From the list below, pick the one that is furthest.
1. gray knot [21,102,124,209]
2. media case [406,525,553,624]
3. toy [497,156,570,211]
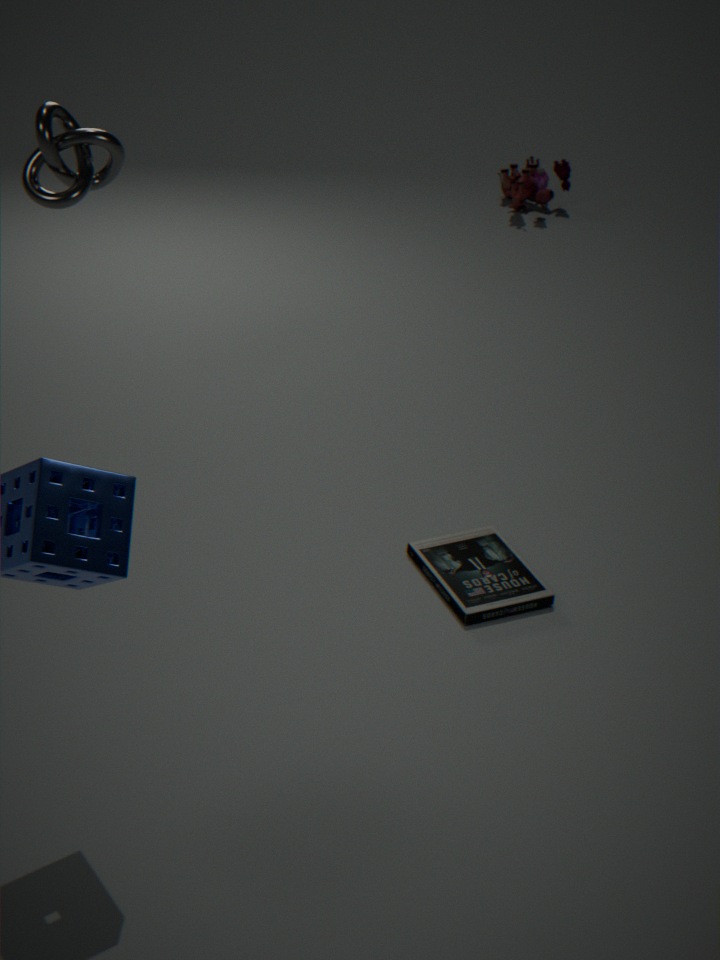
toy [497,156,570,211]
